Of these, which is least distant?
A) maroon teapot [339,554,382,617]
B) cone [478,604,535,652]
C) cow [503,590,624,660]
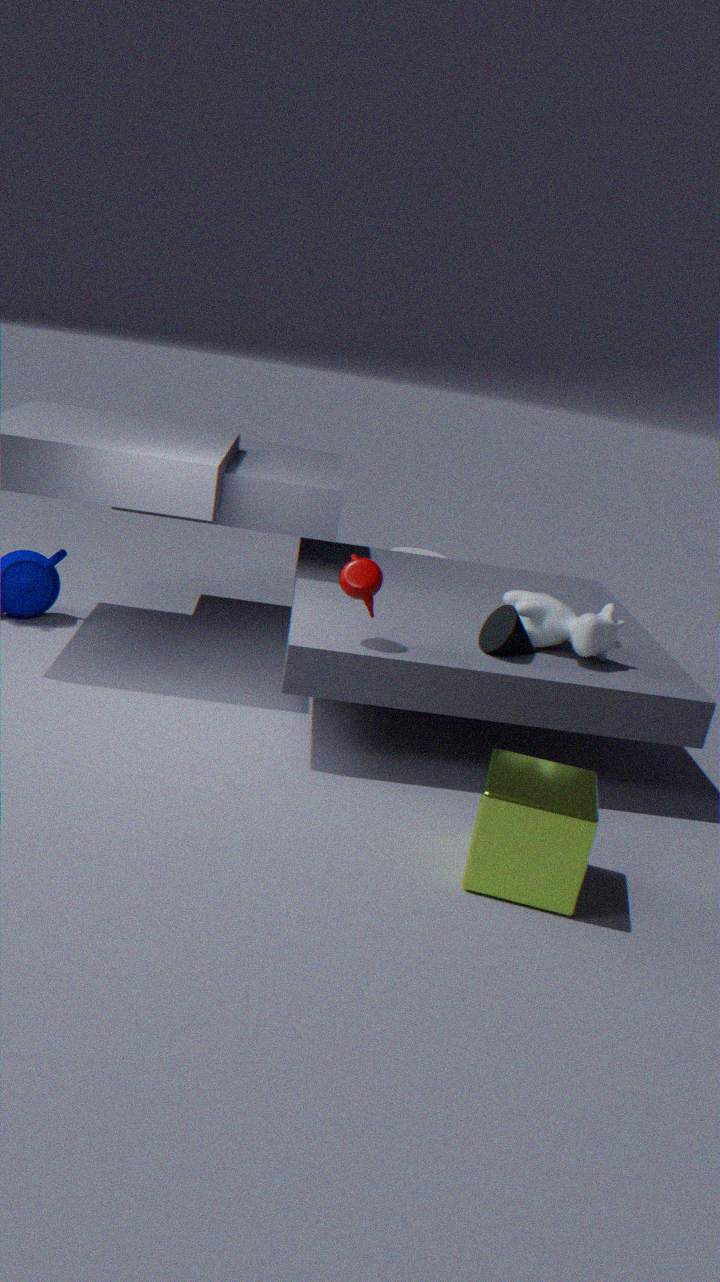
maroon teapot [339,554,382,617]
